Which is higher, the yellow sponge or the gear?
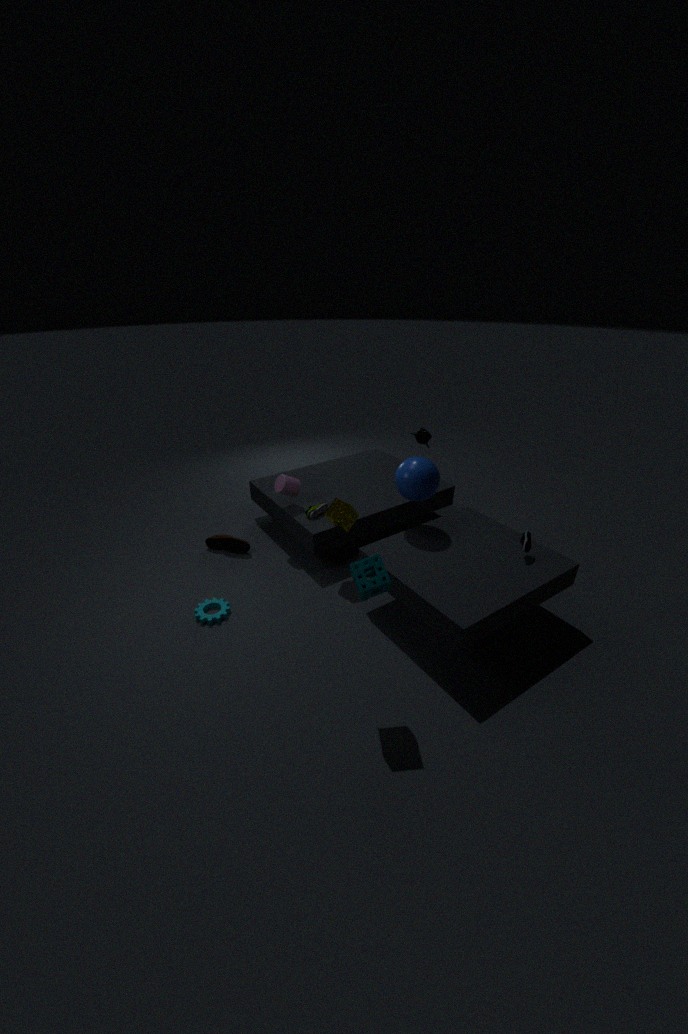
the yellow sponge
